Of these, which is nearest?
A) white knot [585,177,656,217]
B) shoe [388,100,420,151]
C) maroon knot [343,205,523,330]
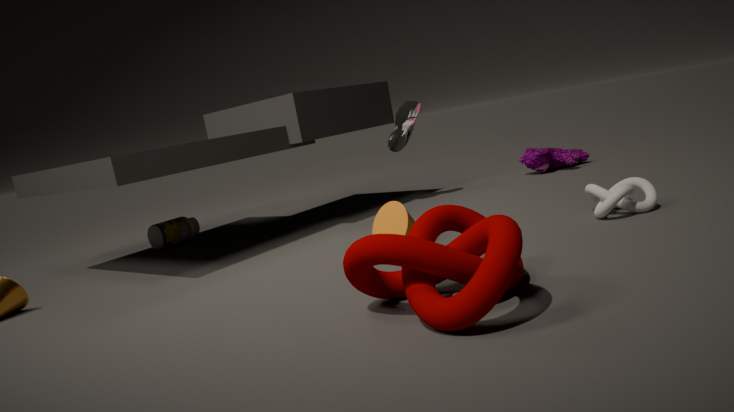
maroon knot [343,205,523,330]
